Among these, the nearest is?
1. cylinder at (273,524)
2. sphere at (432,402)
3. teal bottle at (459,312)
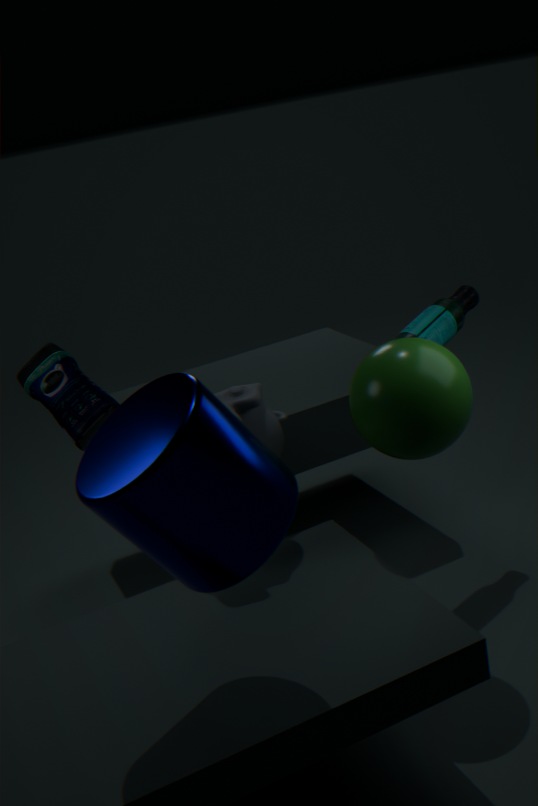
cylinder at (273,524)
